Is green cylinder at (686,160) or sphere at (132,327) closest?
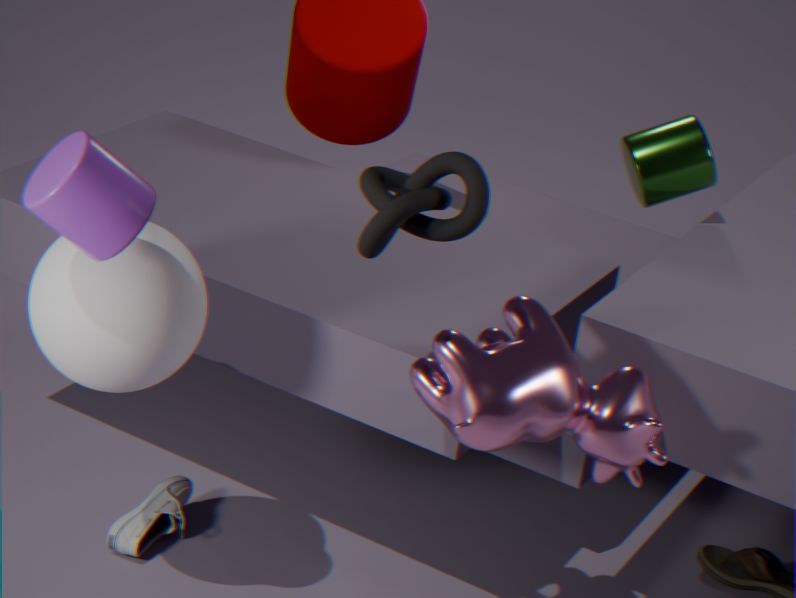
sphere at (132,327)
